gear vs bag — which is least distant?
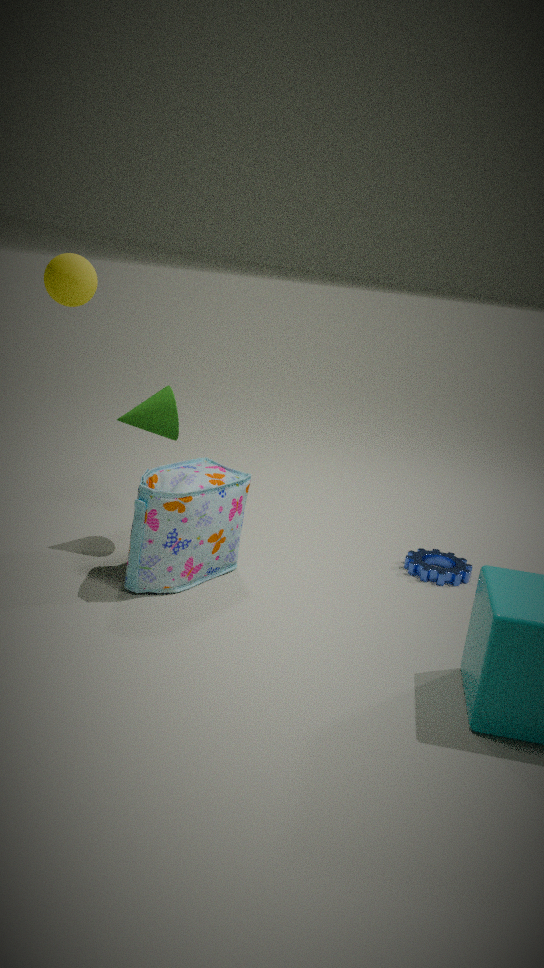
bag
